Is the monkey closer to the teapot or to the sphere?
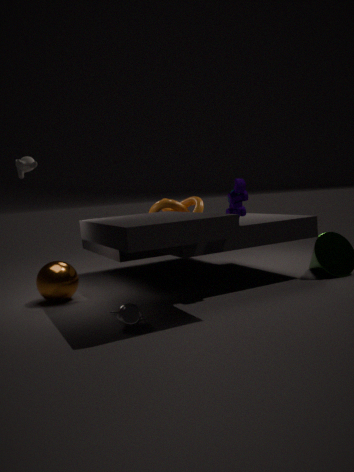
the sphere
